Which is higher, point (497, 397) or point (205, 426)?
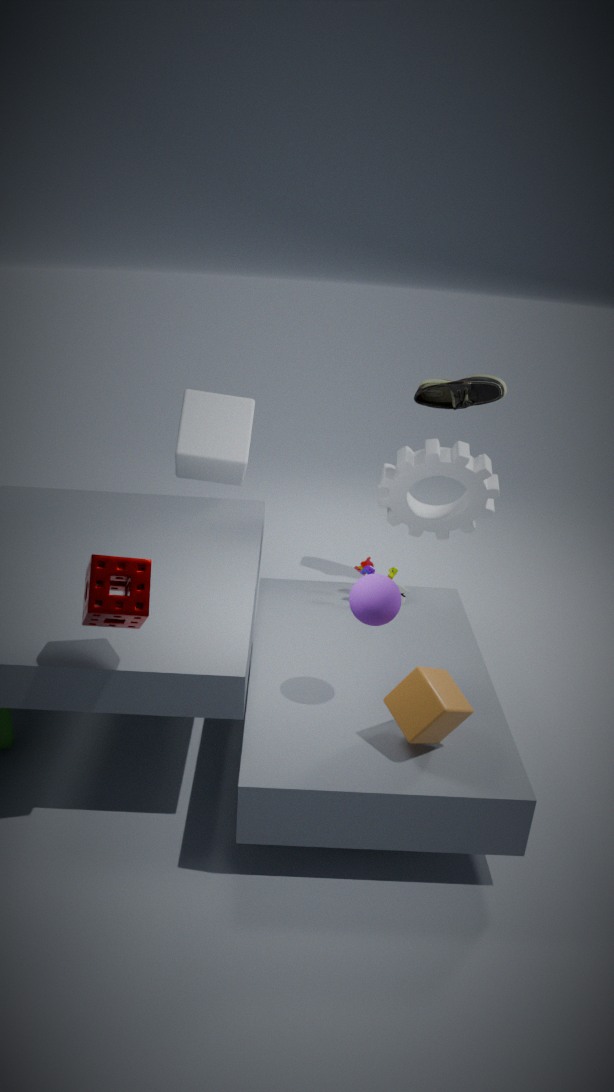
point (497, 397)
